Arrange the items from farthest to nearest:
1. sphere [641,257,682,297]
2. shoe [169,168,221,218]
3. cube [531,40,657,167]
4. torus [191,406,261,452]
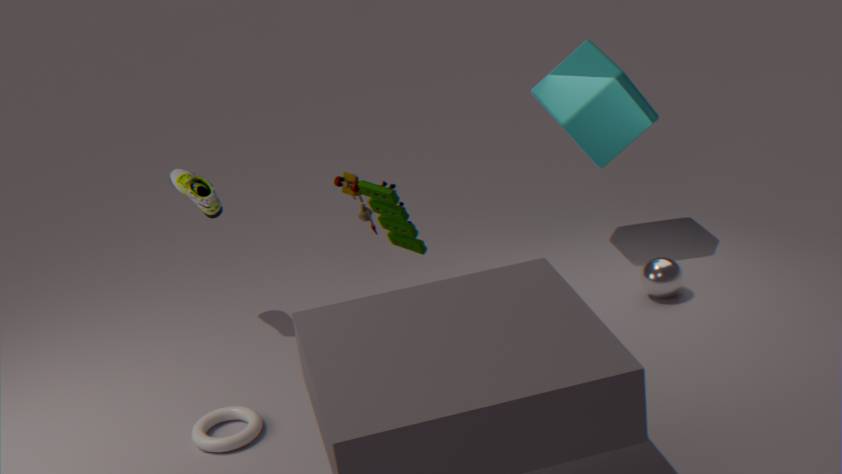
cube [531,40,657,167]
sphere [641,257,682,297]
shoe [169,168,221,218]
torus [191,406,261,452]
